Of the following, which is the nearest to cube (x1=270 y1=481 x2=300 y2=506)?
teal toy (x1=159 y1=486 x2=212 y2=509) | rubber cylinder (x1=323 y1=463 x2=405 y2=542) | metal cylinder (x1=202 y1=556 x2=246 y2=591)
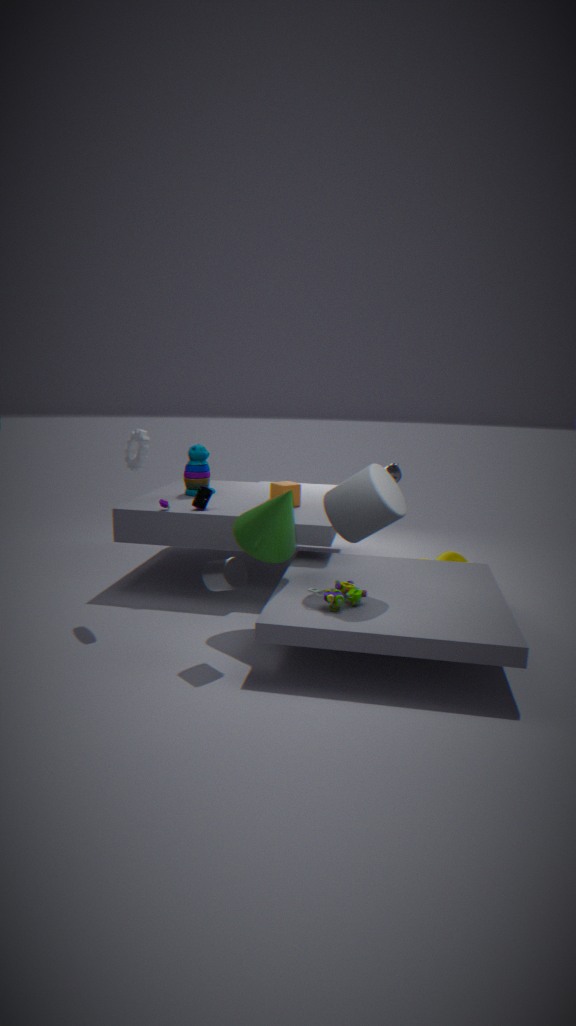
teal toy (x1=159 y1=486 x2=212 y2=509)
